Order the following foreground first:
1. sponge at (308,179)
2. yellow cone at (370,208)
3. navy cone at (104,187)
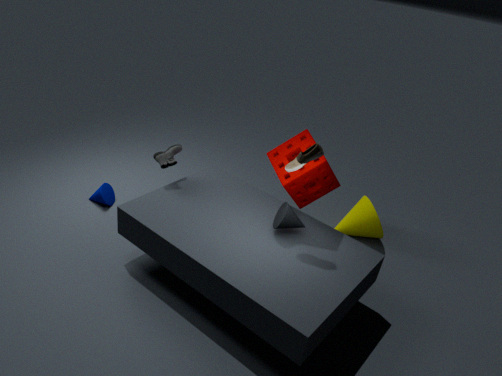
sponge at (308,179) → yellow cone at (370,208) → navy cone at (104,187)
